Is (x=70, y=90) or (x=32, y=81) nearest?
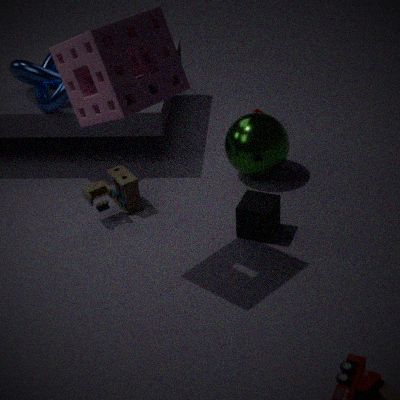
(x=70, y=90)
